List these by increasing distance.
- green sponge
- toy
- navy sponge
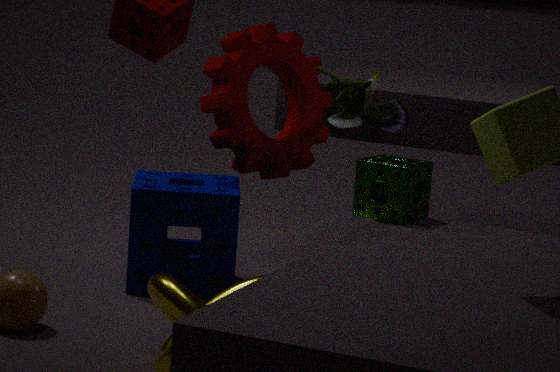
green sponge, navy sponge, toy
